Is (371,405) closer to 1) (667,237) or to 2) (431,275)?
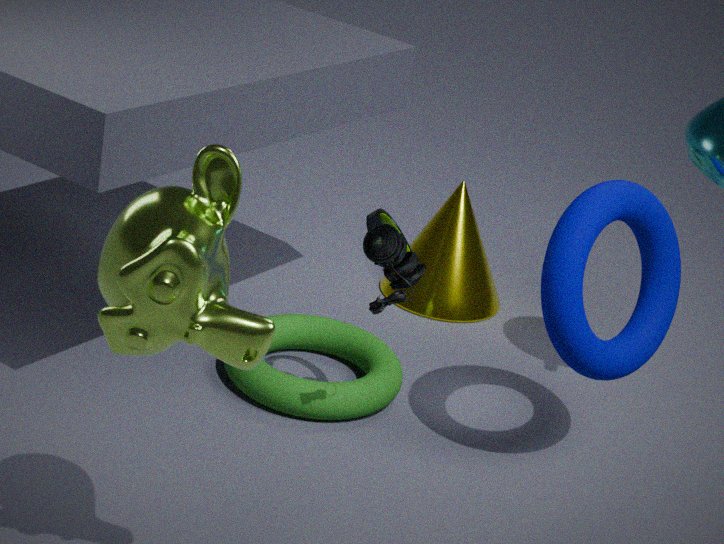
2) (431,275)
